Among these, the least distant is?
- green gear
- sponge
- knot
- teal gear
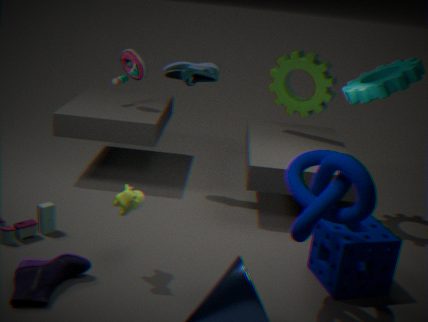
knot
